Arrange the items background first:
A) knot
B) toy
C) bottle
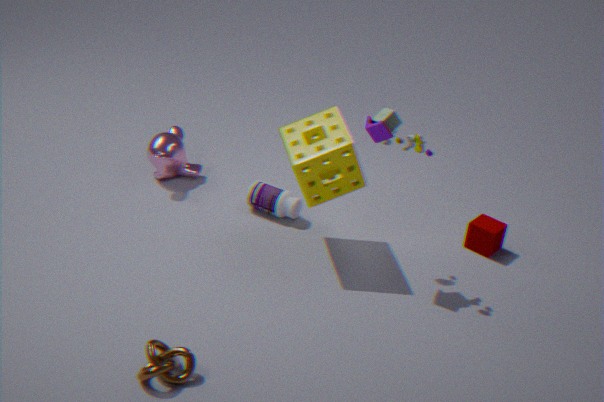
bottle
toy
knot
